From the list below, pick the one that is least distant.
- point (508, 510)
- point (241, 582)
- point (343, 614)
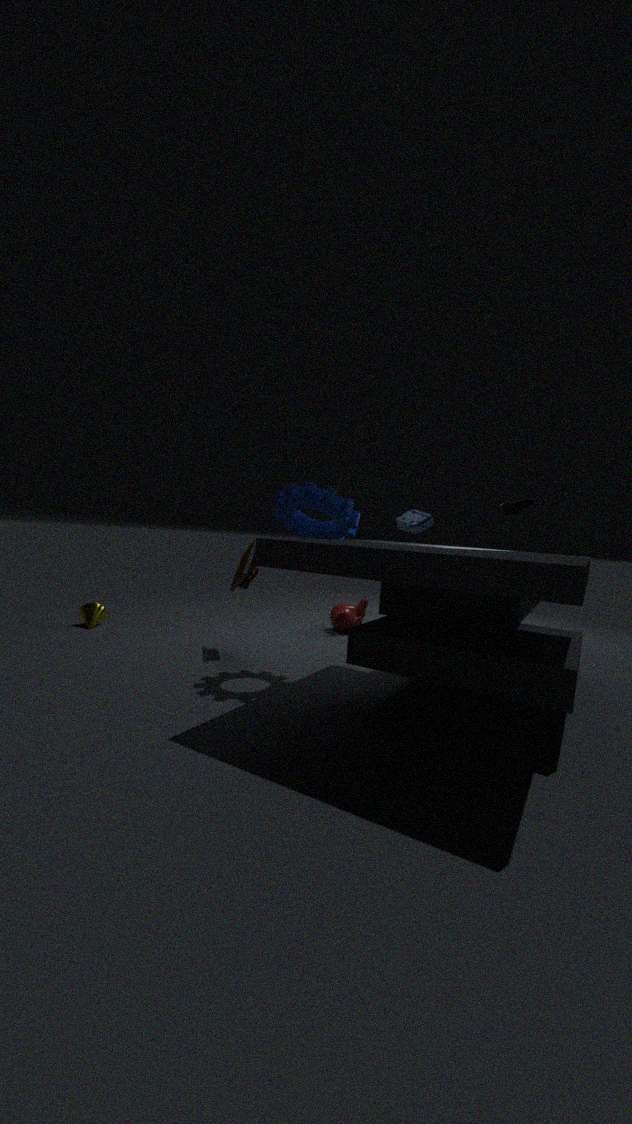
point (508, 510)
